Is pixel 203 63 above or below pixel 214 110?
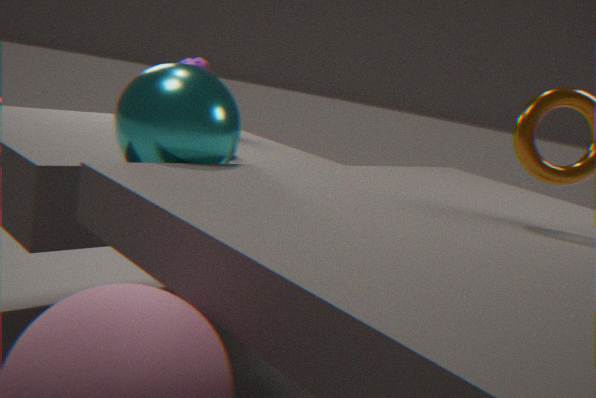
above
